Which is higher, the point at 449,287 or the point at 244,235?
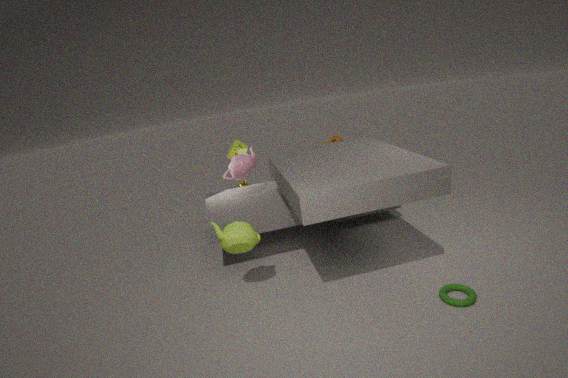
the point at 244,235
